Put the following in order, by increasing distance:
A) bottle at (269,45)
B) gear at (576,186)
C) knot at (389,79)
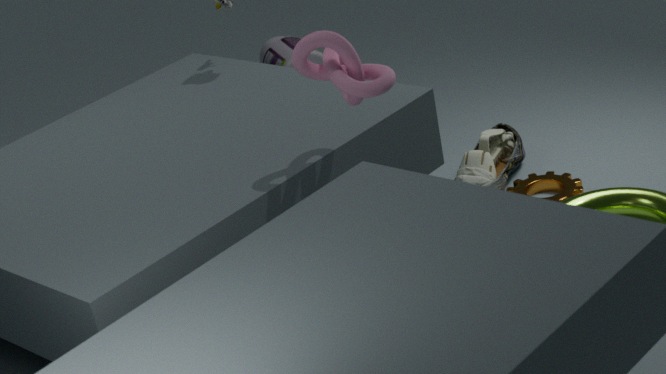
knot at (389,79) < gear at (576,186) < bottle at (269,45)
